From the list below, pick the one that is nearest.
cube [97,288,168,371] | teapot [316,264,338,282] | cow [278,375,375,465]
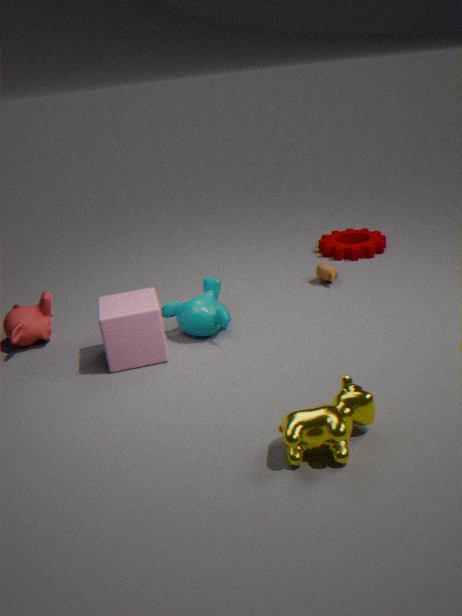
cow [278,375,375,465]
